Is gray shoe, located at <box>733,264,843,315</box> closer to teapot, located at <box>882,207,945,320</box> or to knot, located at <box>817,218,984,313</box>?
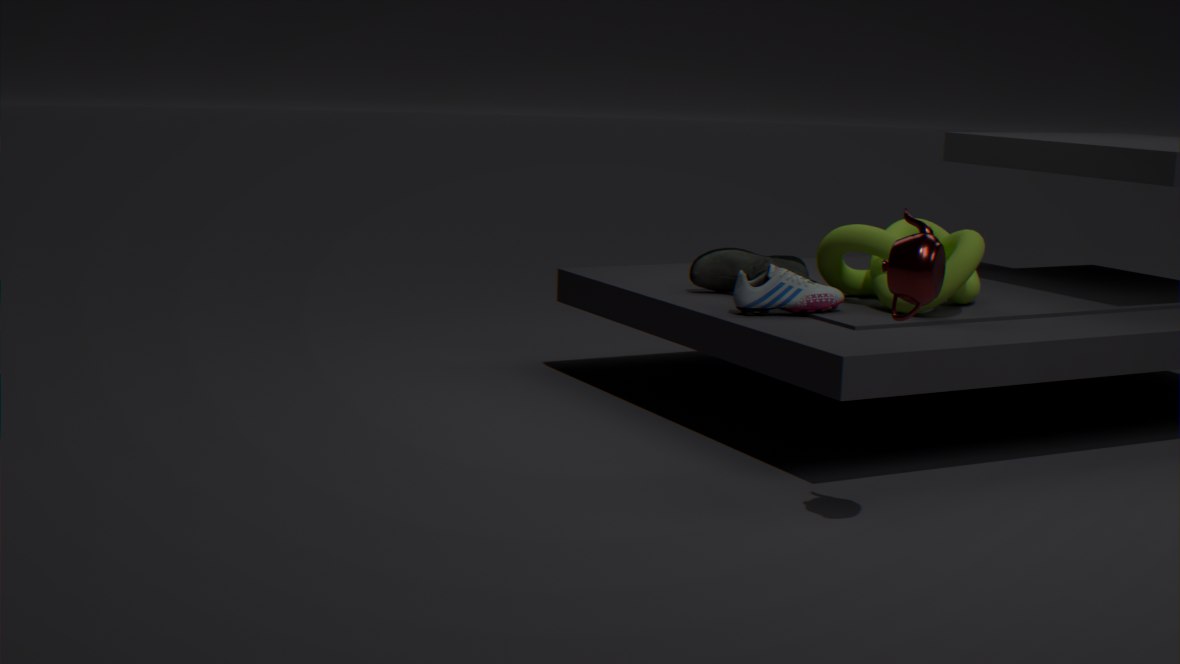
knot, located at <box>817,218,984,313</box>
